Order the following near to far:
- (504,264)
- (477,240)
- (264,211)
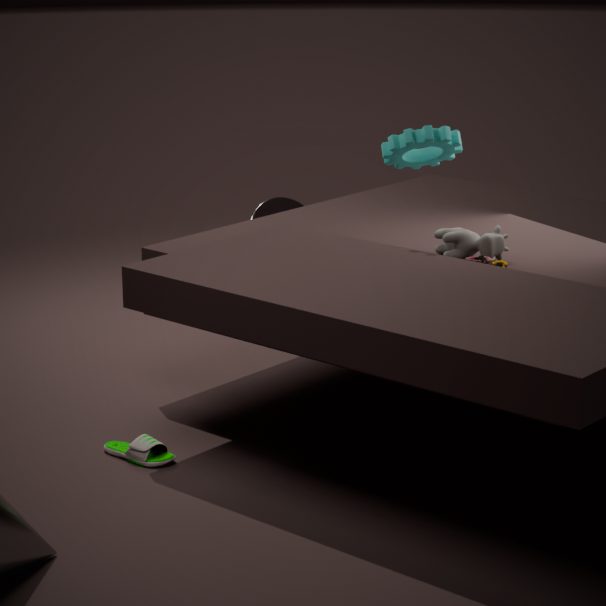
1. (504,264)
2. (477,240)
3. (264,211)
